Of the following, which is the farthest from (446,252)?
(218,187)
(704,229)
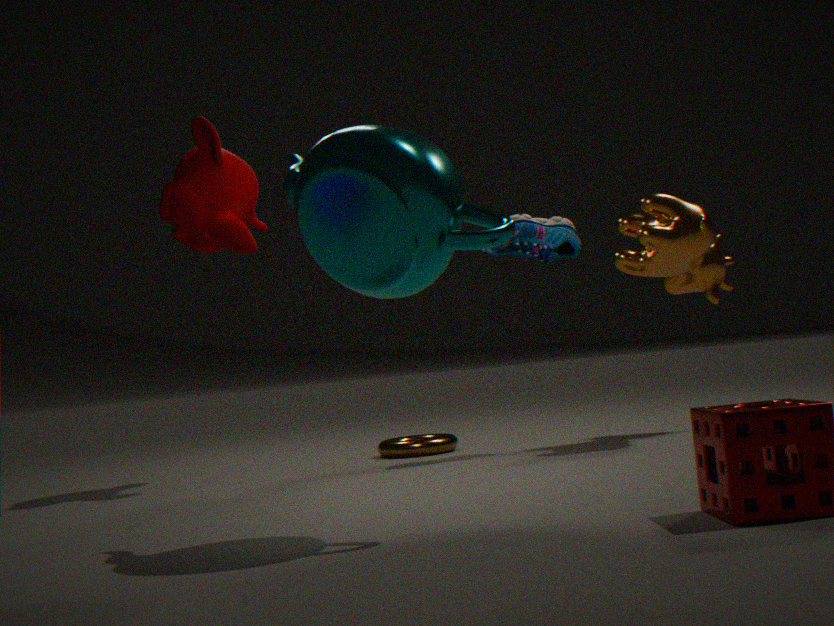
(704,229)
